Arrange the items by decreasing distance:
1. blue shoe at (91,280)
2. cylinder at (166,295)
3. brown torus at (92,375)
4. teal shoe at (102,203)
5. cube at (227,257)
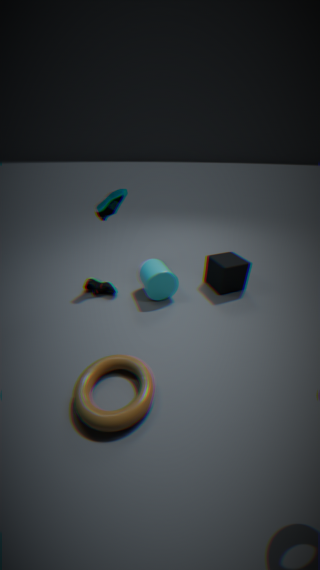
blue shoe at (91,280), cube at (227,257), teal shoe at (102,203), cylinder at (166,295), brown torus at (92,375)
